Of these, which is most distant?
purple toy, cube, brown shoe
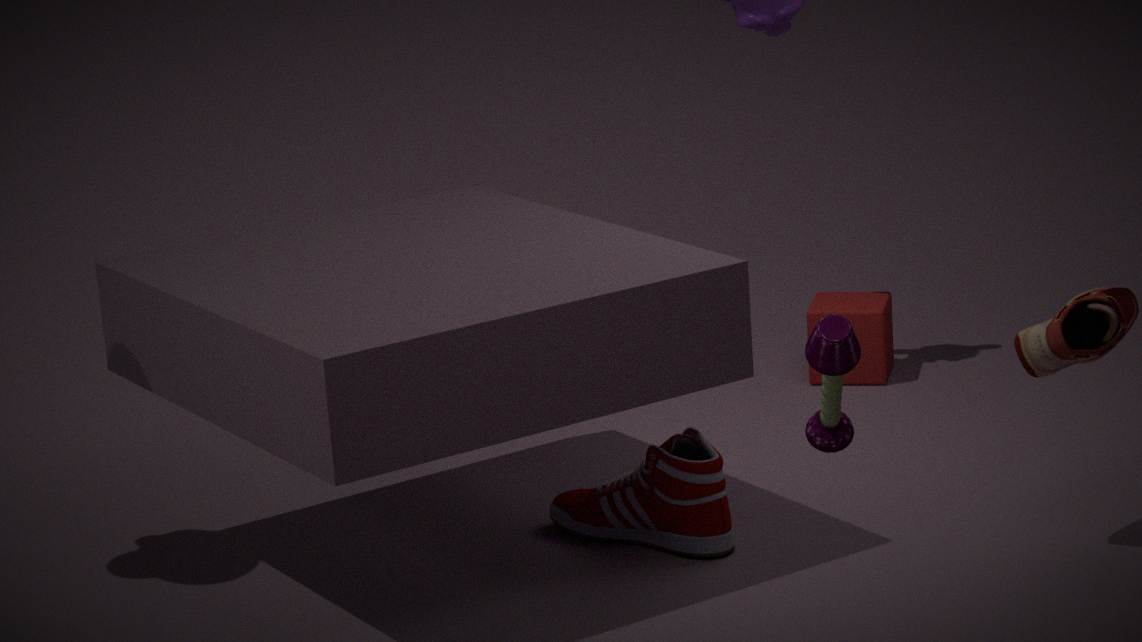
Result: cube
